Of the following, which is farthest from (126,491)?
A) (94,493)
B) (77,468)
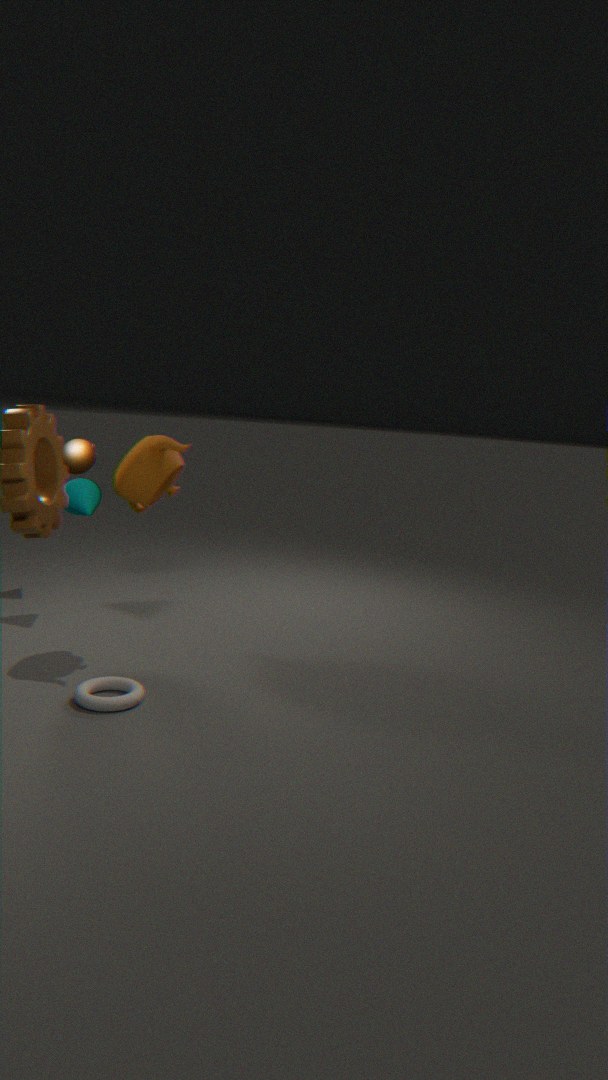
(77,468)
